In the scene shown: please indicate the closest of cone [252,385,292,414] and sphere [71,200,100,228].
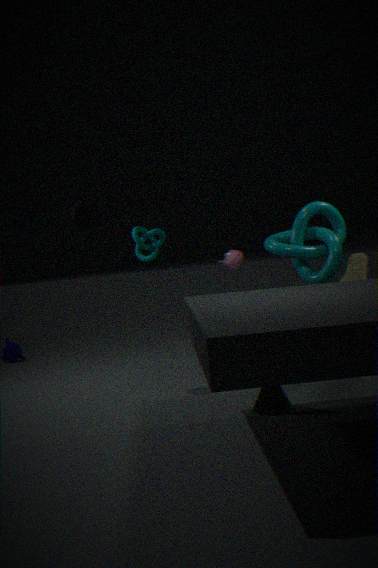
cone [252,385,292,414]
